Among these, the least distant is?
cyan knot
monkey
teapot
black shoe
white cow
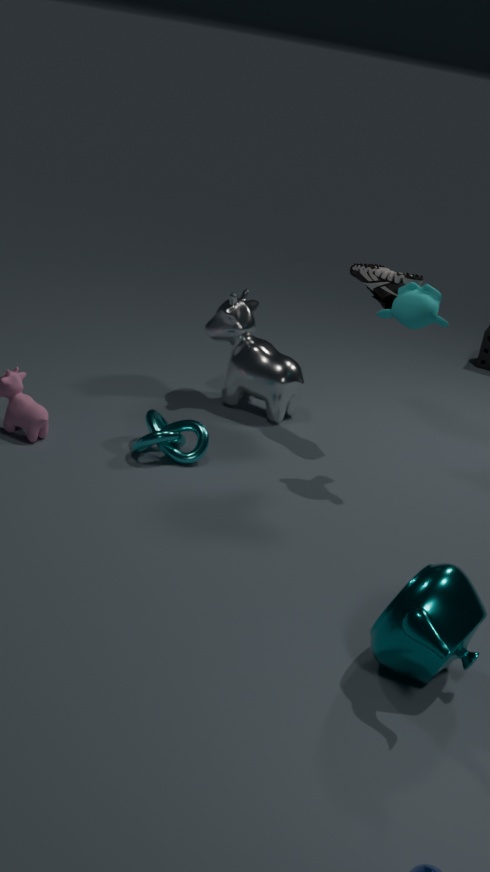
teapot
